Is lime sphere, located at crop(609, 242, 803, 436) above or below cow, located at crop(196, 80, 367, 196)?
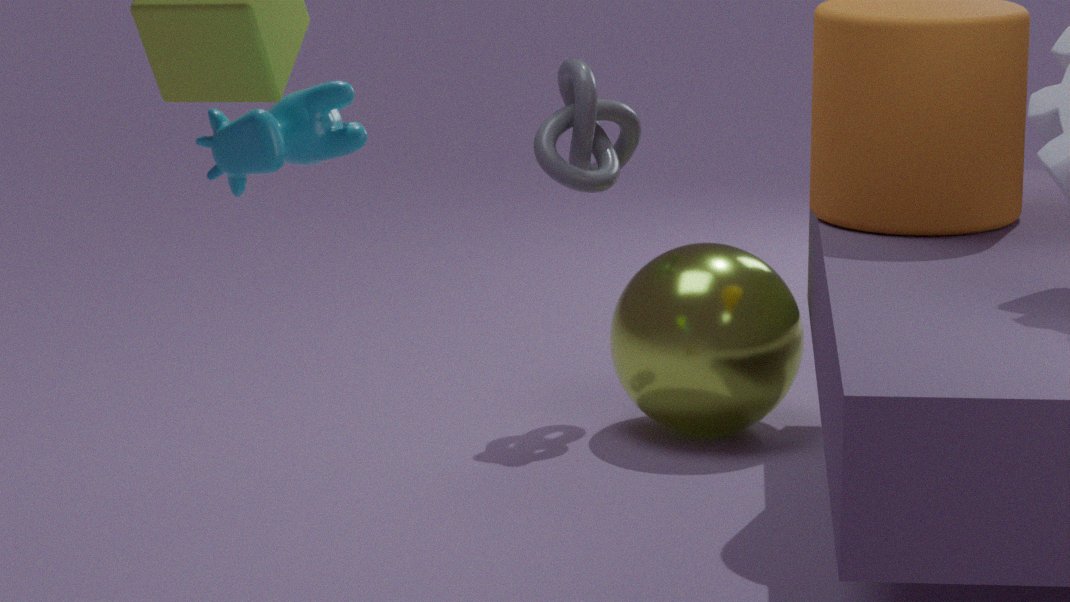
below
